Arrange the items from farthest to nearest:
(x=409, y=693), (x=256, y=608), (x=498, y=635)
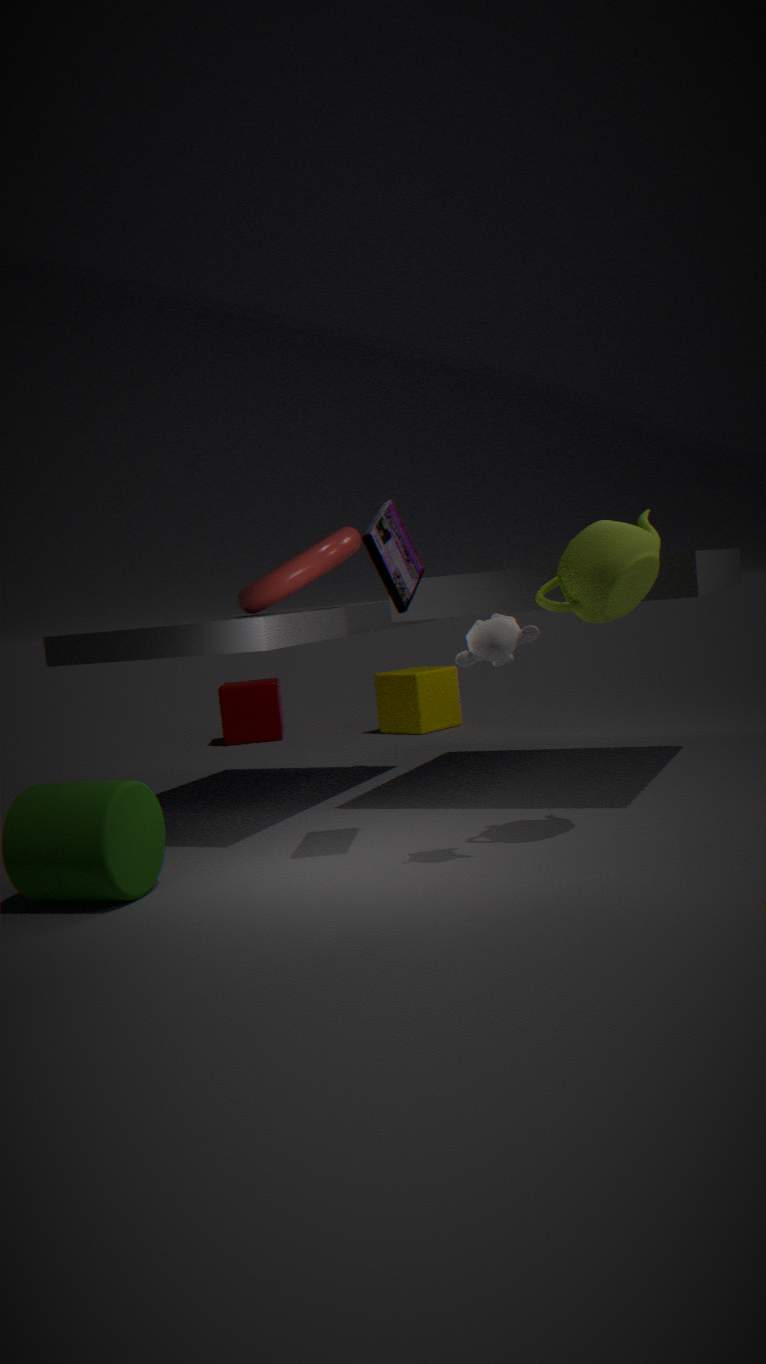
1. (x=409, y=693)
2. (x=256, y=608)
3. (x=498, y=635)
